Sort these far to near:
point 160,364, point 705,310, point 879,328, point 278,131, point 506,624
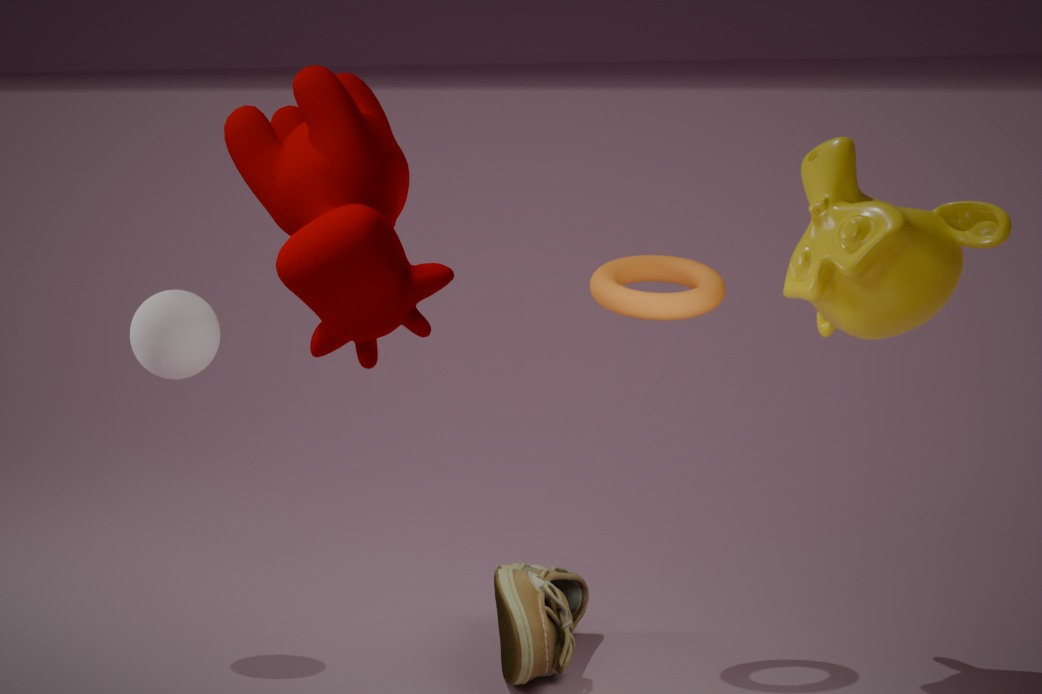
1. point 160,364
2. point 705,310
3. point 879,328
4. point 506,624
5. point 278,131
